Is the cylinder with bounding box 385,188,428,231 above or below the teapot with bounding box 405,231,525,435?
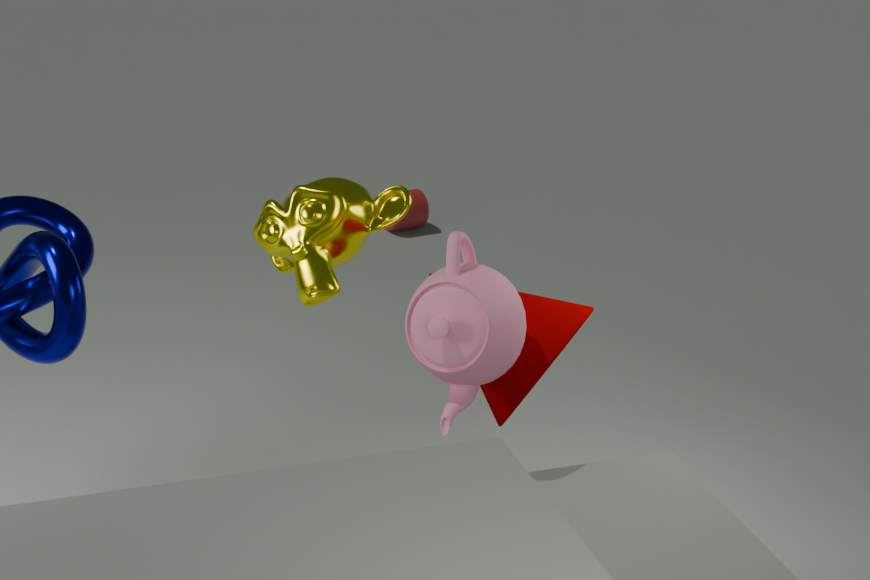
below
